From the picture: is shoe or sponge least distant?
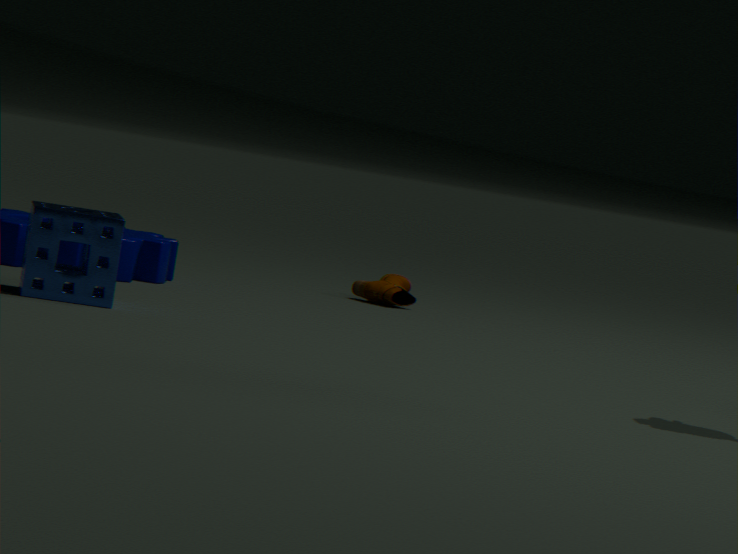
sponge
